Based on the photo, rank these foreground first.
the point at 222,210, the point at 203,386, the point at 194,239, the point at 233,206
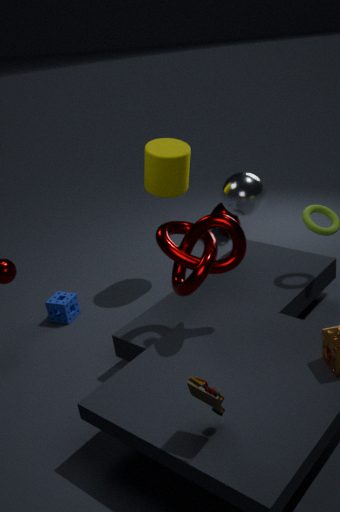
the point at 203,386, the point at 194,239, the point at 233,206, the point at 222,210
